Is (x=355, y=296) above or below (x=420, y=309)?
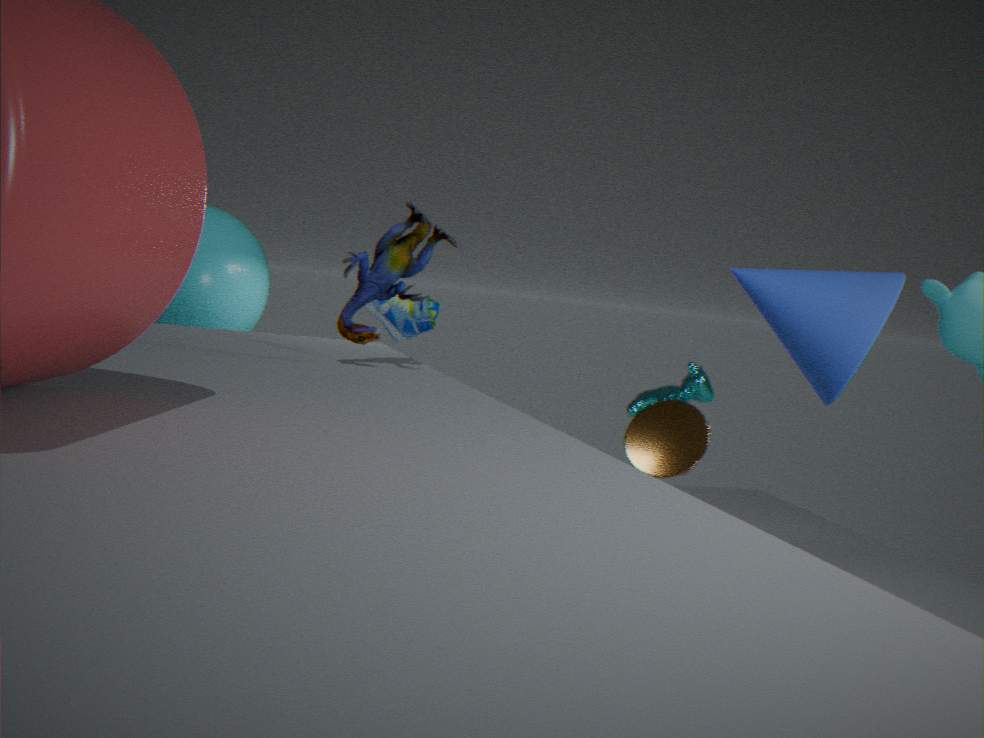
above
